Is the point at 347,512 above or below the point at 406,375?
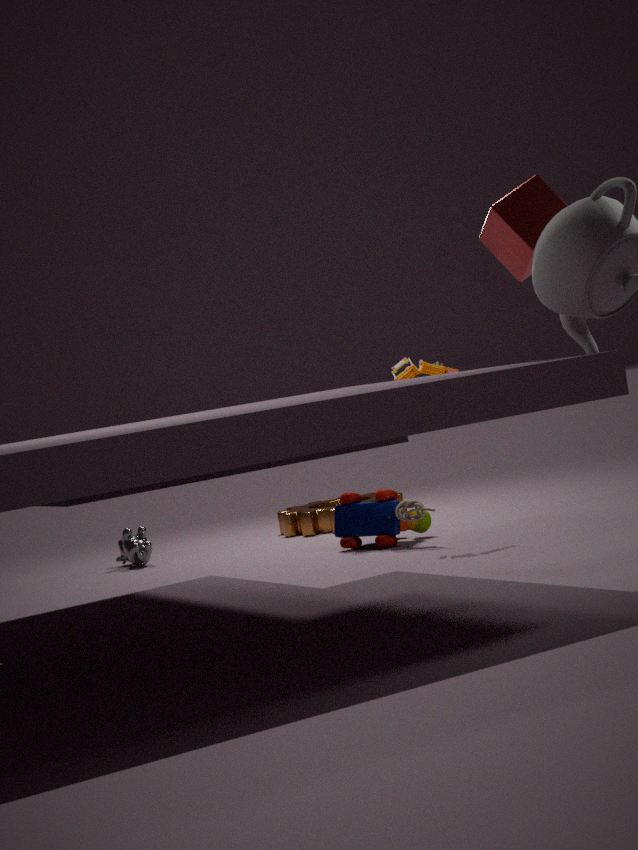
below
